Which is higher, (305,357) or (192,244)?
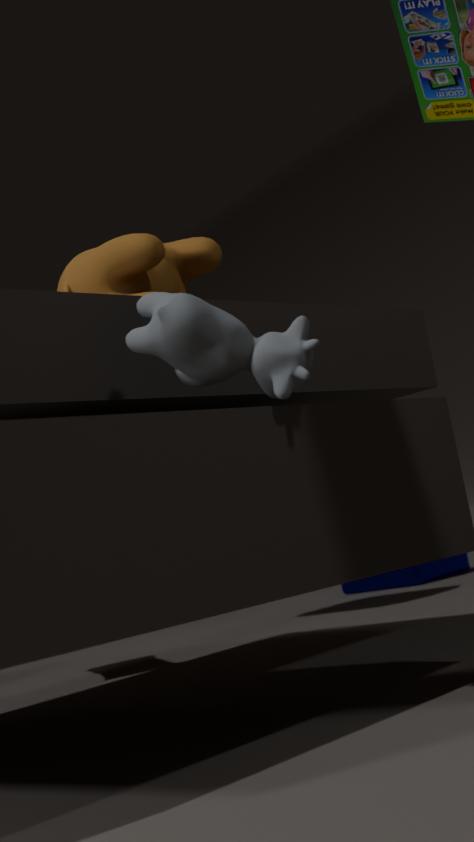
(192,244)
